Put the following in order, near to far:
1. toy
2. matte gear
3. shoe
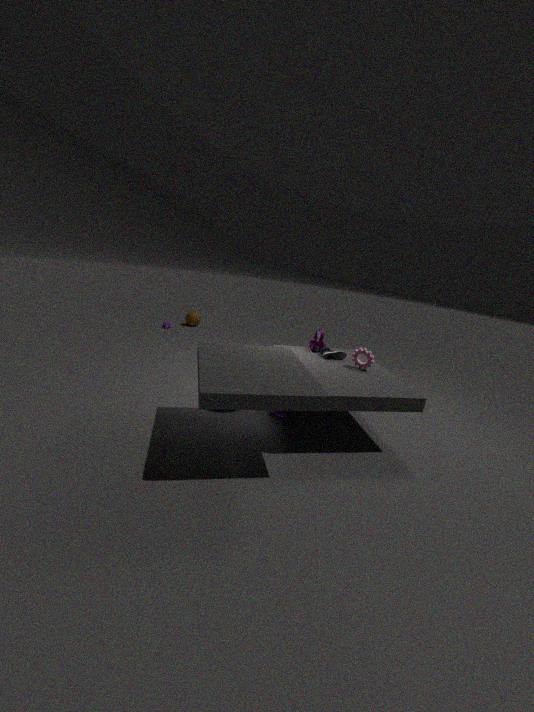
matte gear, shoe, toy
